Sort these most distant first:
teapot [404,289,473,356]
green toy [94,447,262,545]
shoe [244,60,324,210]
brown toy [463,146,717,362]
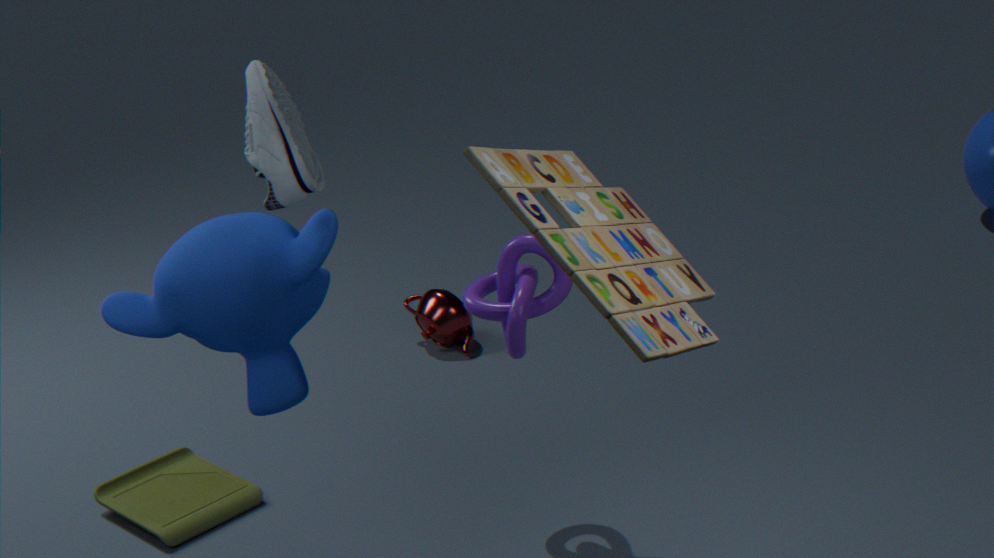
1. teapot [404,289,473,356]
2. green toy [94,447,262,545]
3. shoe [244,60,324,210]
4. brown toy [463,146,717,362]
